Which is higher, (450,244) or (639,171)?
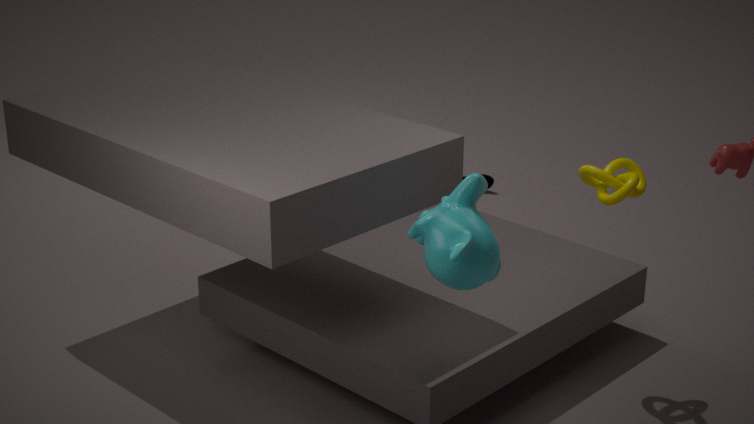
(639,171)
